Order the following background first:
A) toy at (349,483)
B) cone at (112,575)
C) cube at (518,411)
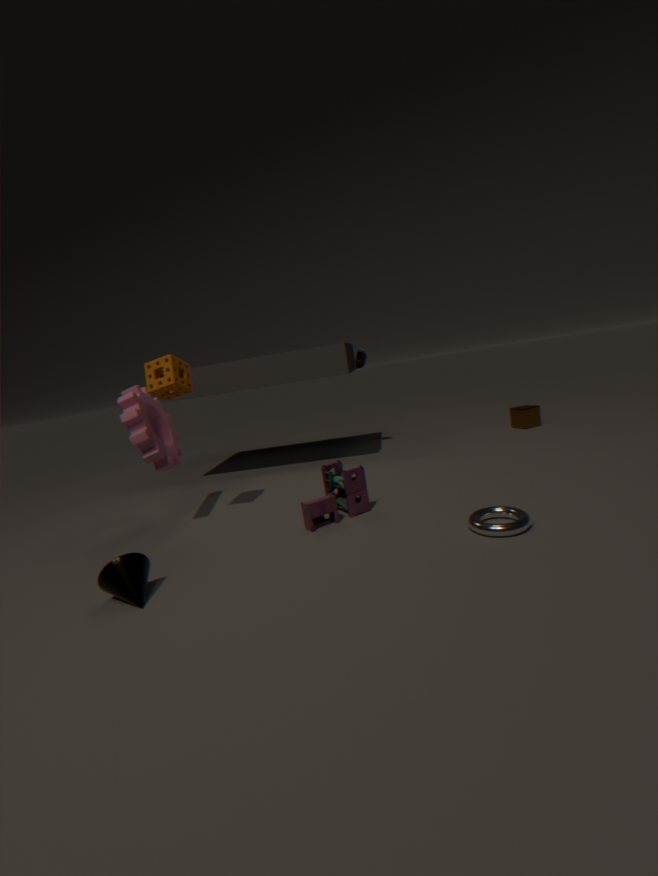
cube at (518,411)
toy at (349,483)
cone at (112,575)
